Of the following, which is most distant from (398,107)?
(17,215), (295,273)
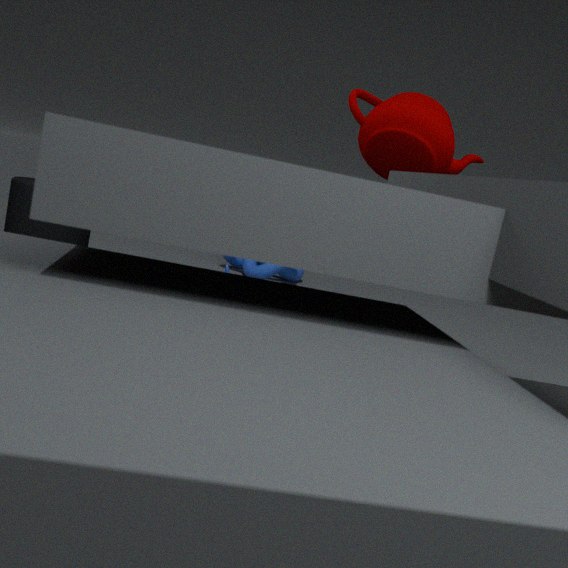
(295,273)
